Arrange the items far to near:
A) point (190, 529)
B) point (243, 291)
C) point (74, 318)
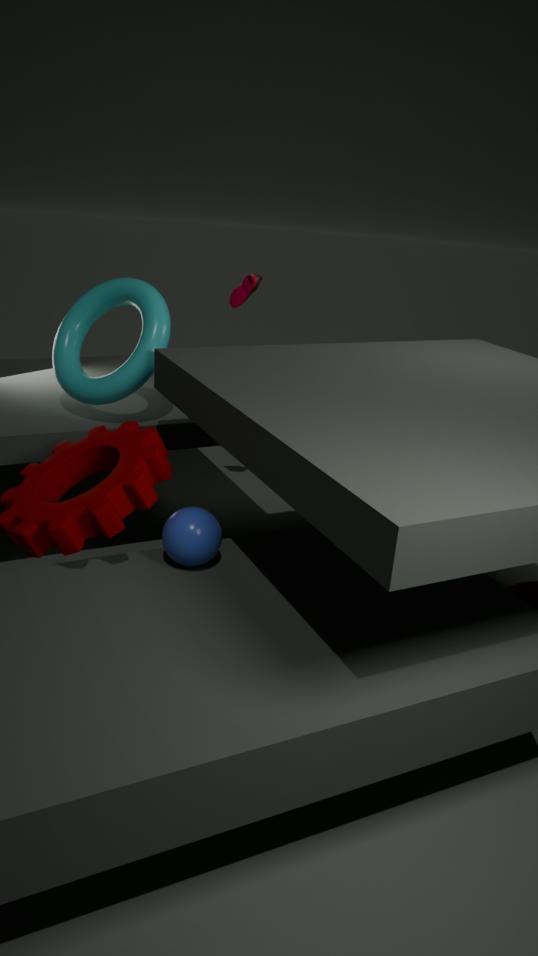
point (243, 291), point (74, 318), point (190, 529)
